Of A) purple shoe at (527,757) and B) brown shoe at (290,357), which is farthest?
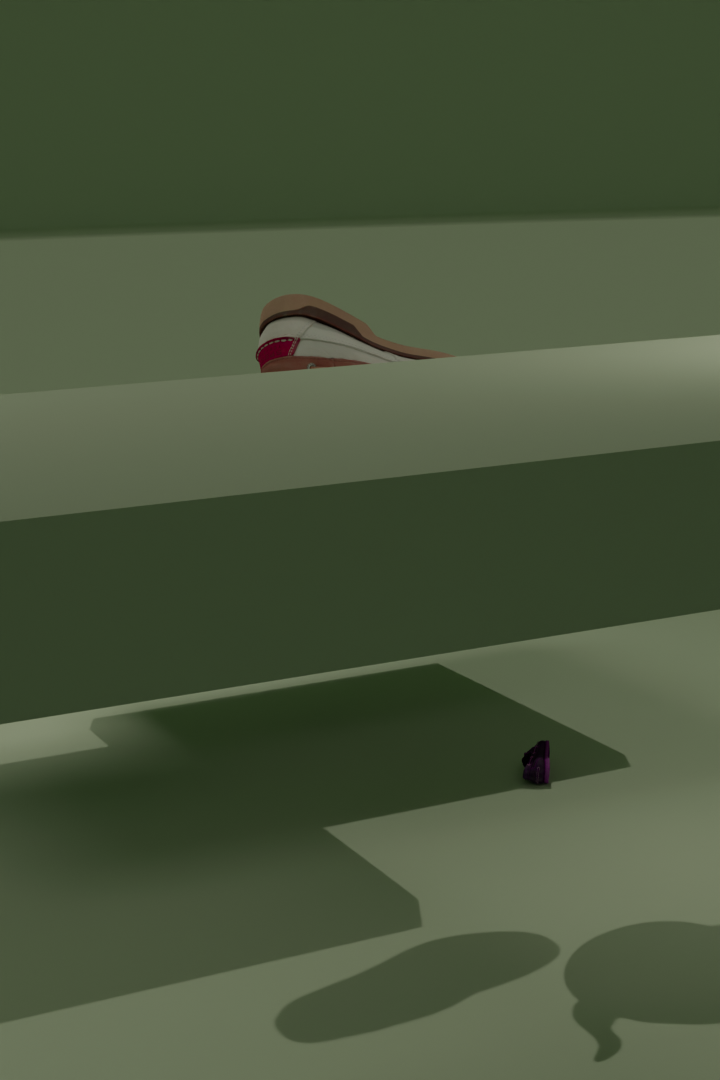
A. purple shoe at (527,757)
